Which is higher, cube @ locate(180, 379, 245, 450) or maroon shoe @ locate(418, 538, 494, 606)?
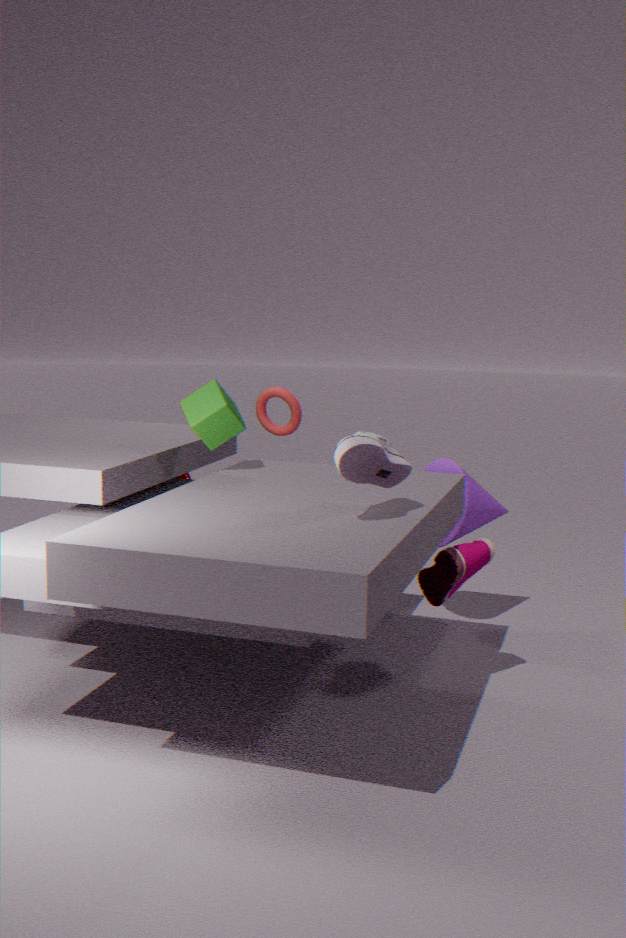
cube @ locate(180, 379, 245, 450)
